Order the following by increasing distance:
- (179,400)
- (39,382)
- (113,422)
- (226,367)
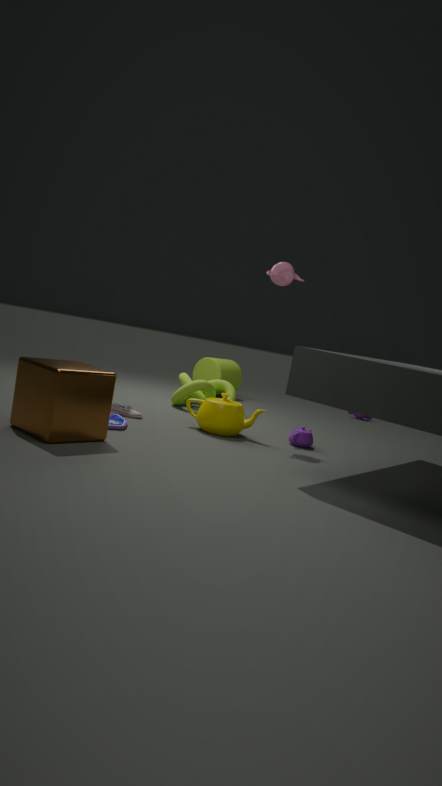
(39,382) < (113,422) < (179,400) < (226,367)
